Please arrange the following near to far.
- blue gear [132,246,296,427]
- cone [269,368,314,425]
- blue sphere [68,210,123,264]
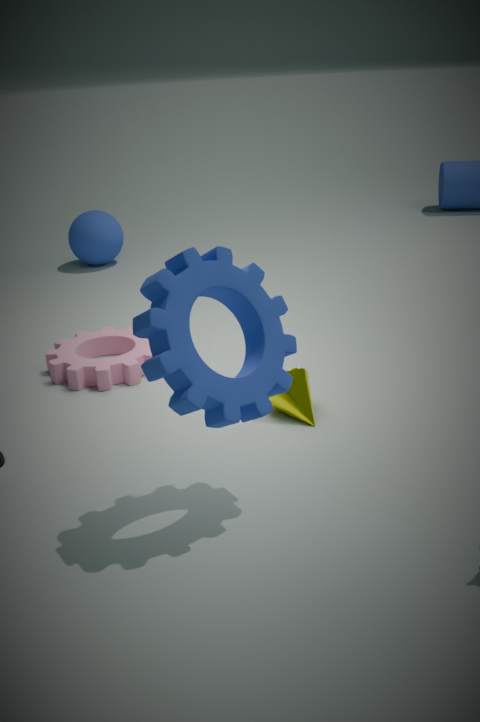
blue gear [132,246,296,427], cone [269,368,314,425], blue sphere [68,210,123,264]
